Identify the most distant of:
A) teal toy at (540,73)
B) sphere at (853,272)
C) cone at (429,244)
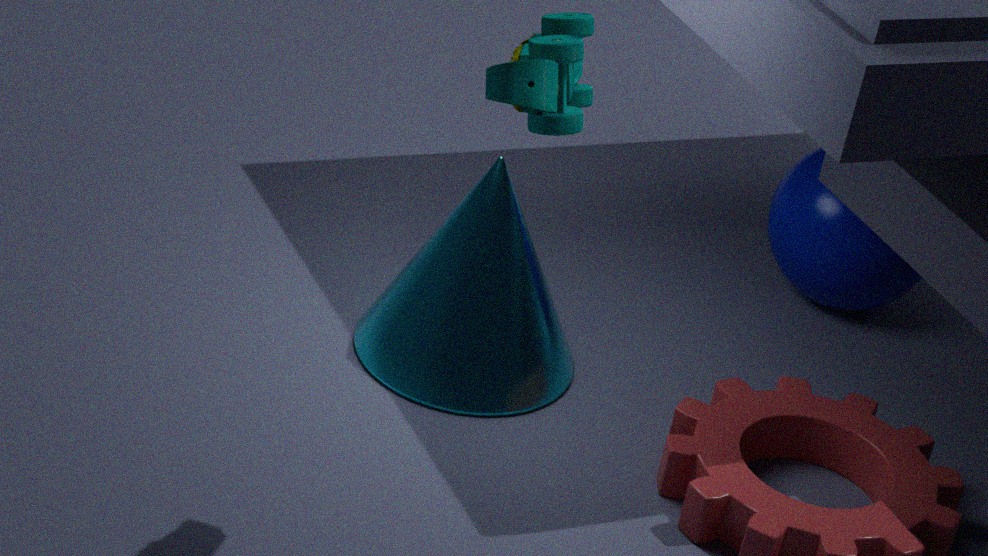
sphere at (853,272)
